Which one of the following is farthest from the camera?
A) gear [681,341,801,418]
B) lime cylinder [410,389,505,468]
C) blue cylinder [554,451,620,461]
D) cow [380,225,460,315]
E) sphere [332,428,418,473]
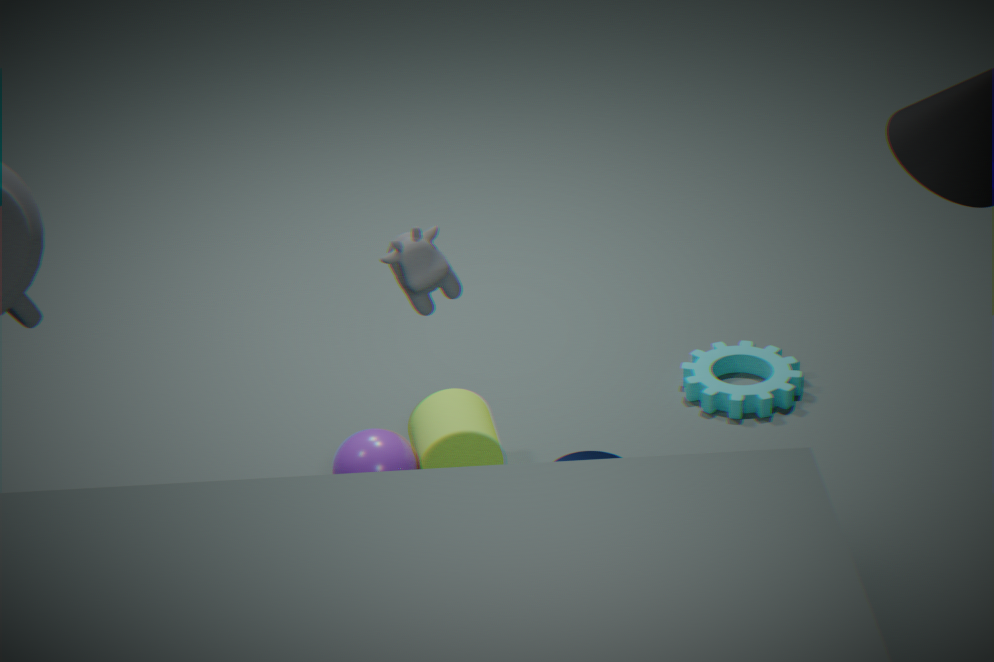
gear [681,341,801,418]
